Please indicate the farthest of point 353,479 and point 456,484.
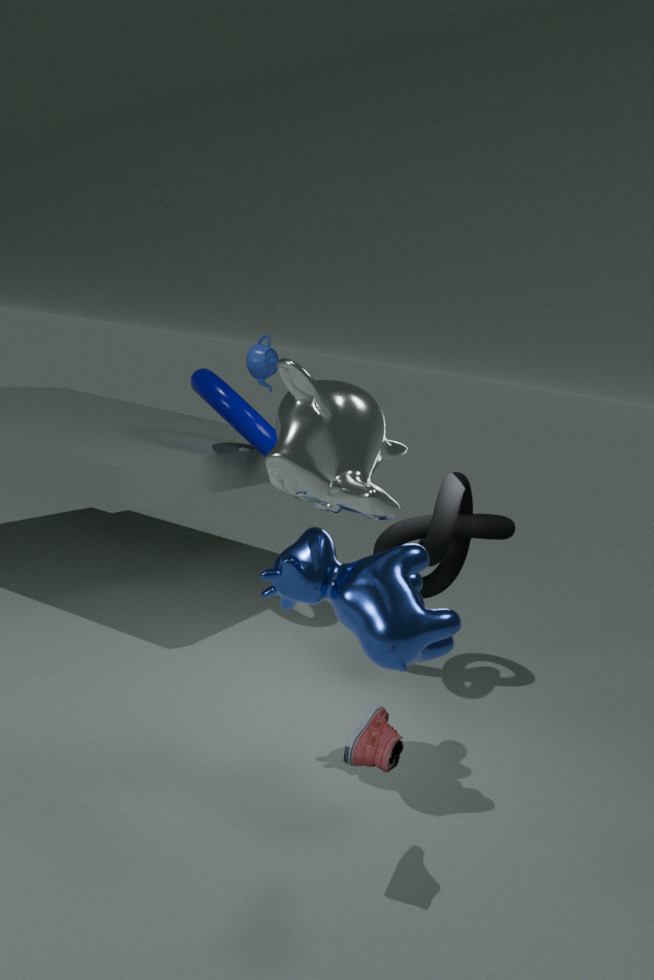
point 456,484
